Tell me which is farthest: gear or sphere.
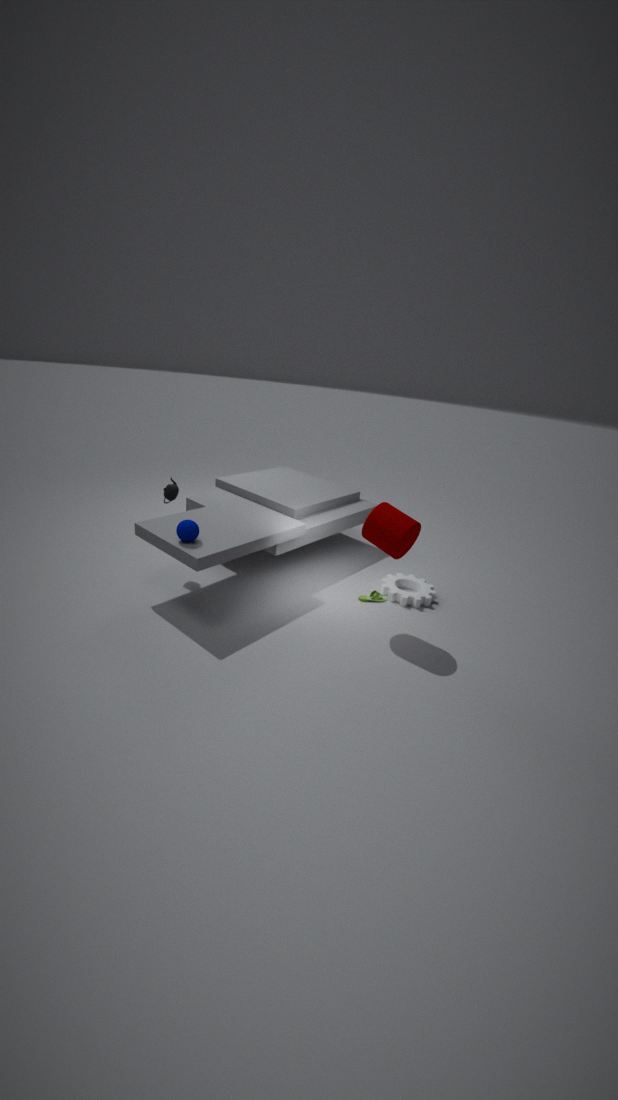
gear
